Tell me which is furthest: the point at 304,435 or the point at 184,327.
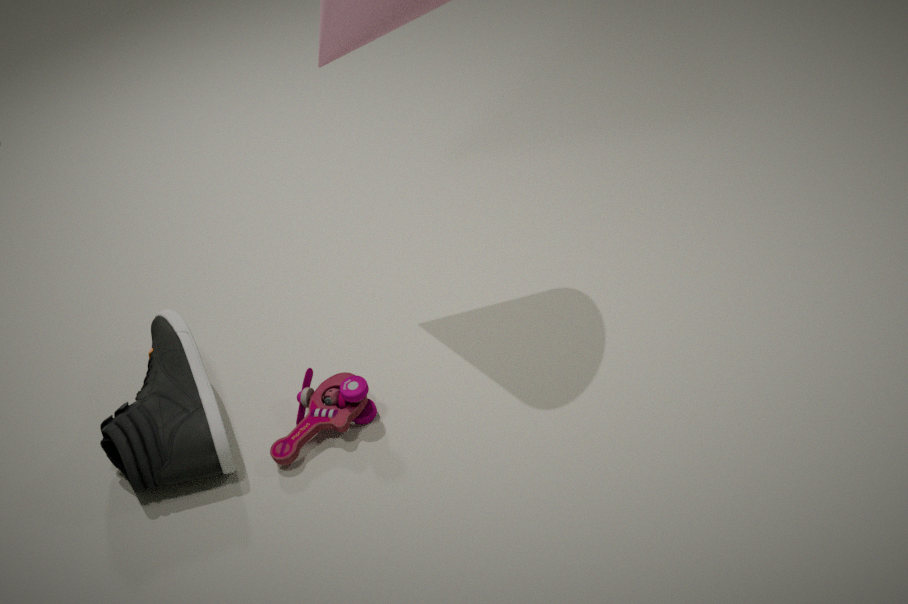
the point at 184,327
